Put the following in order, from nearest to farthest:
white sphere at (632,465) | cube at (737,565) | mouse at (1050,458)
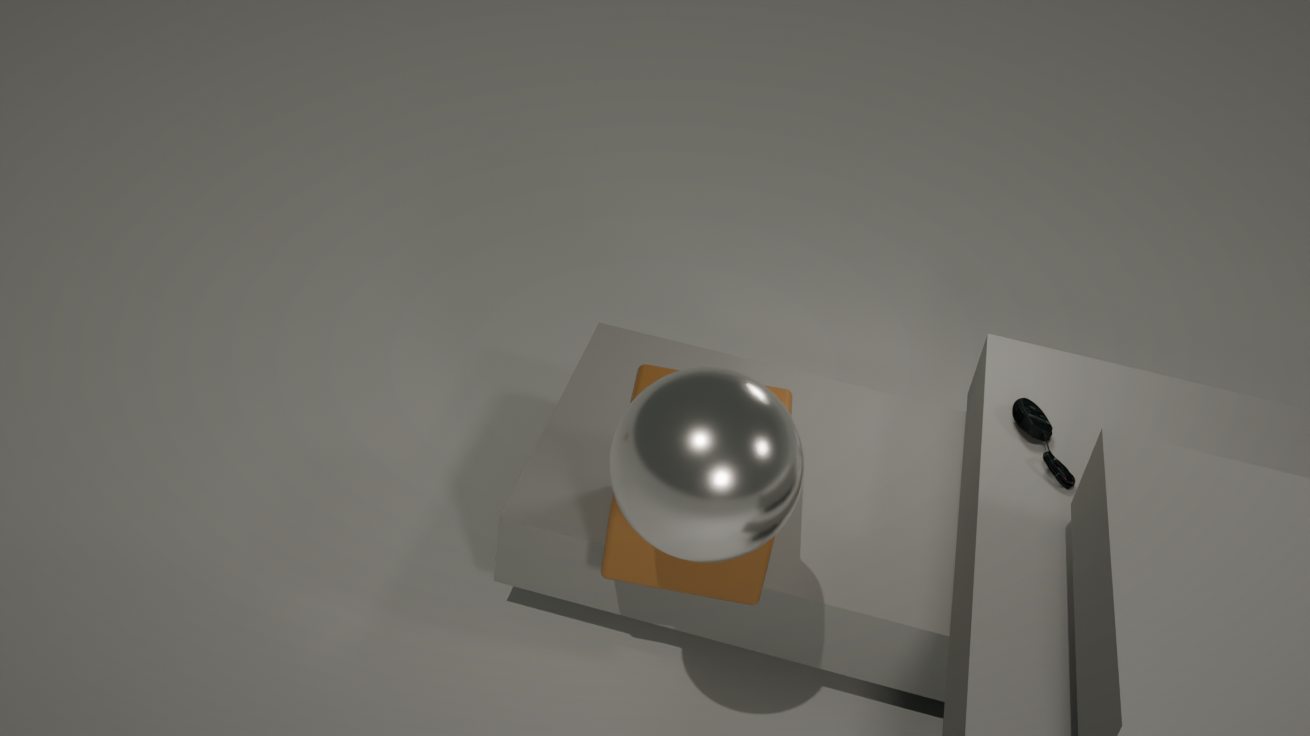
white sphere at (632,465) < cube at (737,565) < mouse at (1050,458)
